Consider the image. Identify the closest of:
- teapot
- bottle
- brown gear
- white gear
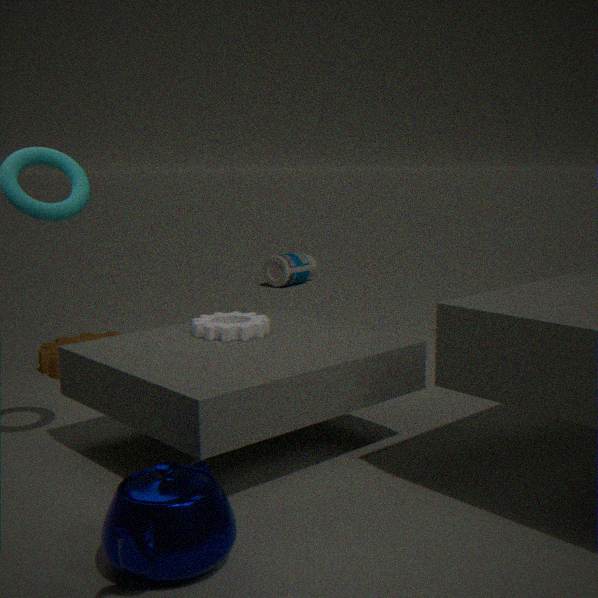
teapot
